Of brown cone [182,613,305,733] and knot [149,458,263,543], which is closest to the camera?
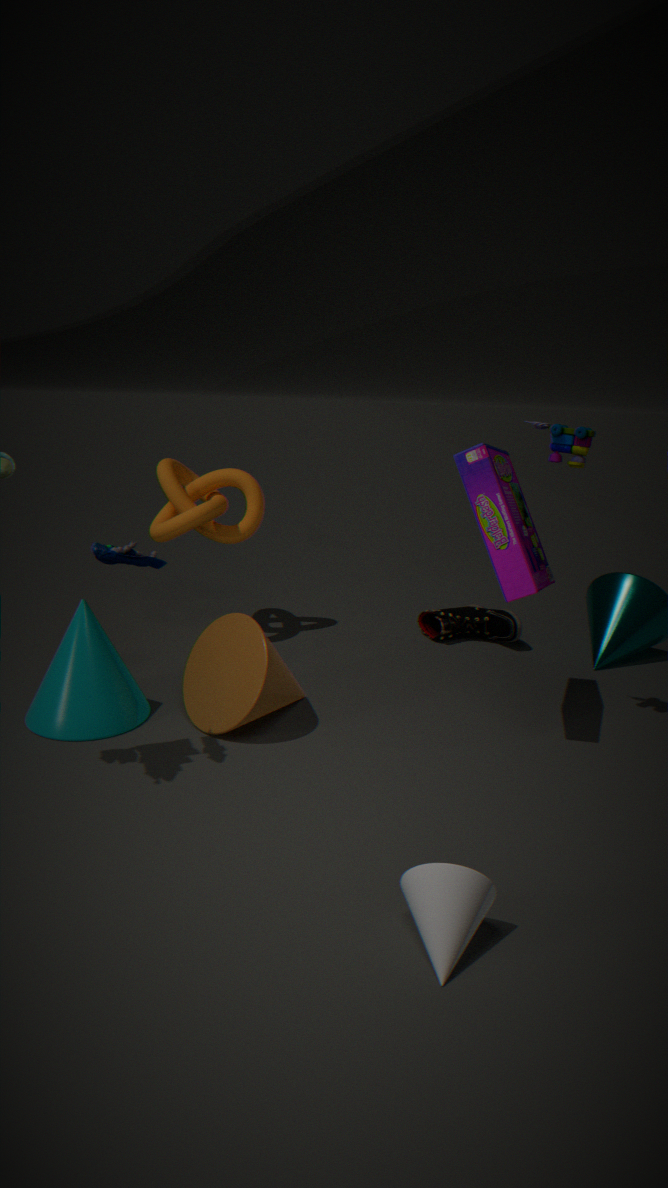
brown cone [182,613,305,733]
